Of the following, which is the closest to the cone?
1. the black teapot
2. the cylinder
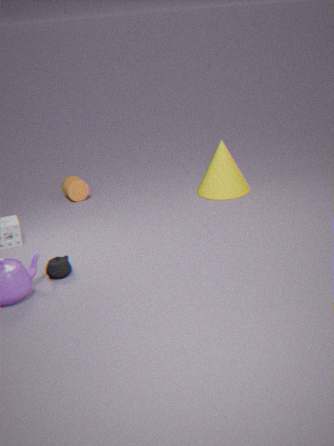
the cylinder
